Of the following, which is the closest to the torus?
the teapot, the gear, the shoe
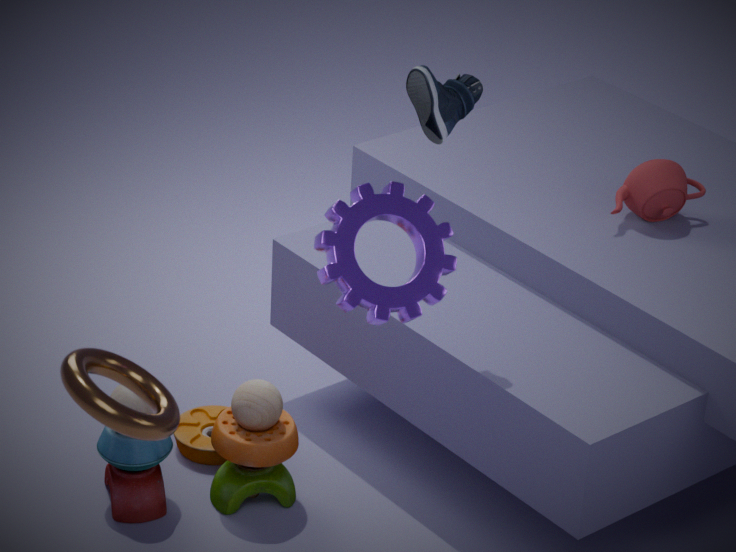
the gear
